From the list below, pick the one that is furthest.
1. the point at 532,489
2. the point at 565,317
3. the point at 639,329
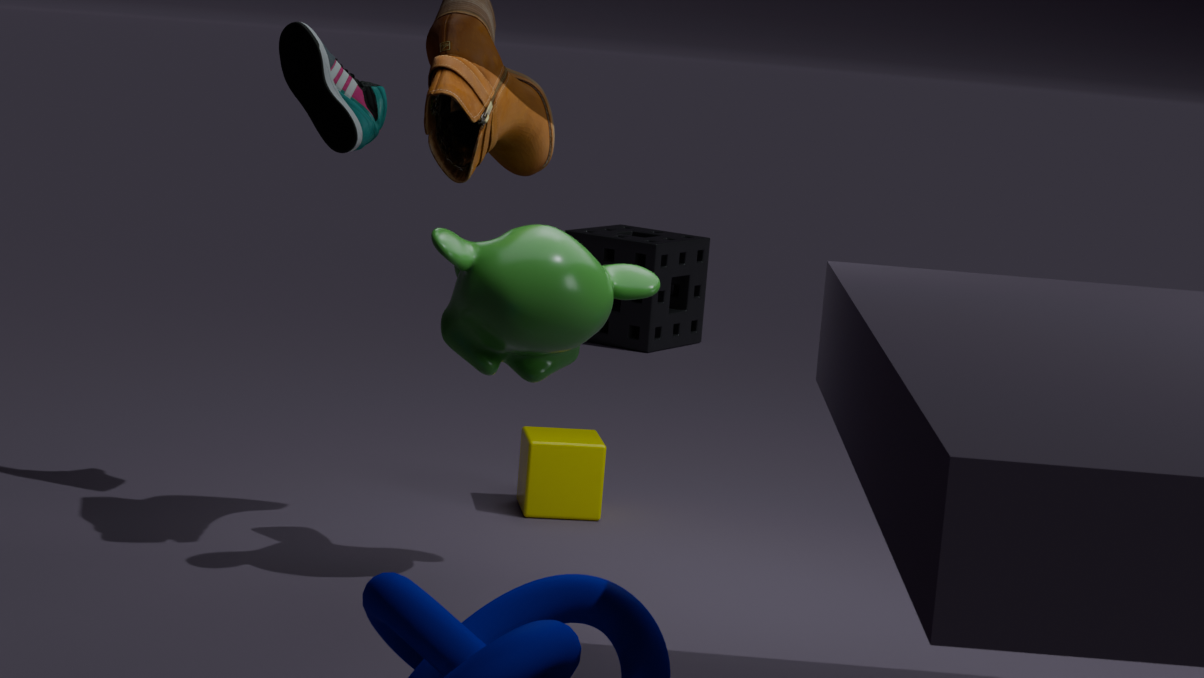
the point at 639,329
